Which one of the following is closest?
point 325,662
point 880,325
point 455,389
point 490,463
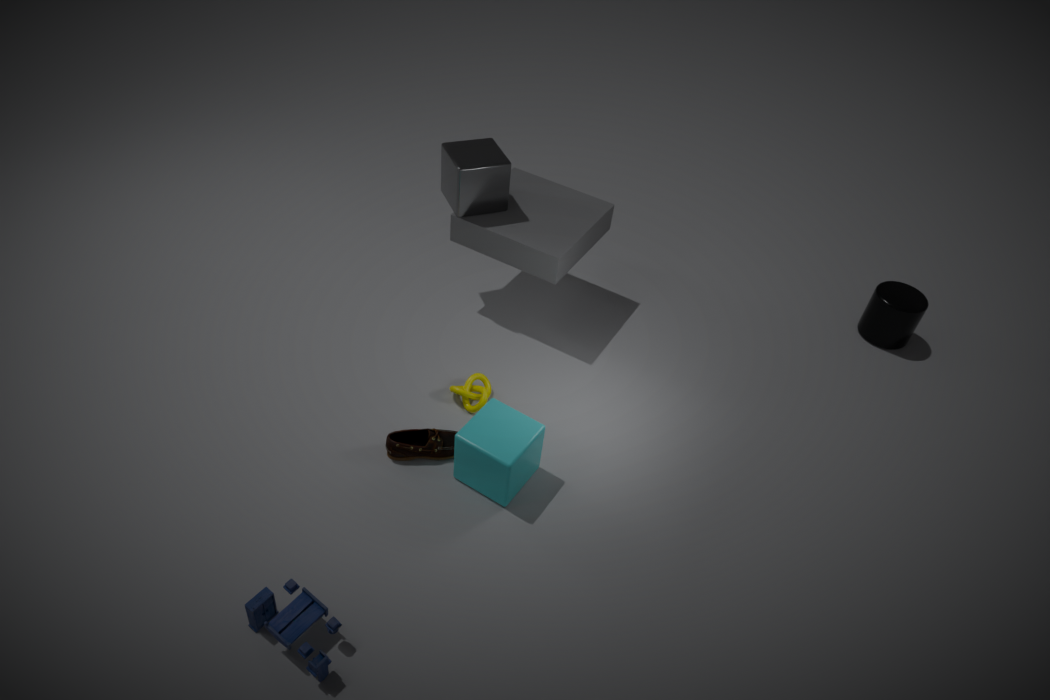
point 325,662
